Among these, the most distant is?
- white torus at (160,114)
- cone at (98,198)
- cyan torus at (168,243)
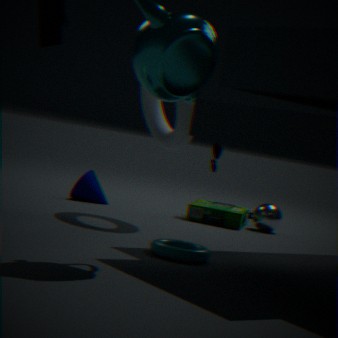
cone at (98,198)
